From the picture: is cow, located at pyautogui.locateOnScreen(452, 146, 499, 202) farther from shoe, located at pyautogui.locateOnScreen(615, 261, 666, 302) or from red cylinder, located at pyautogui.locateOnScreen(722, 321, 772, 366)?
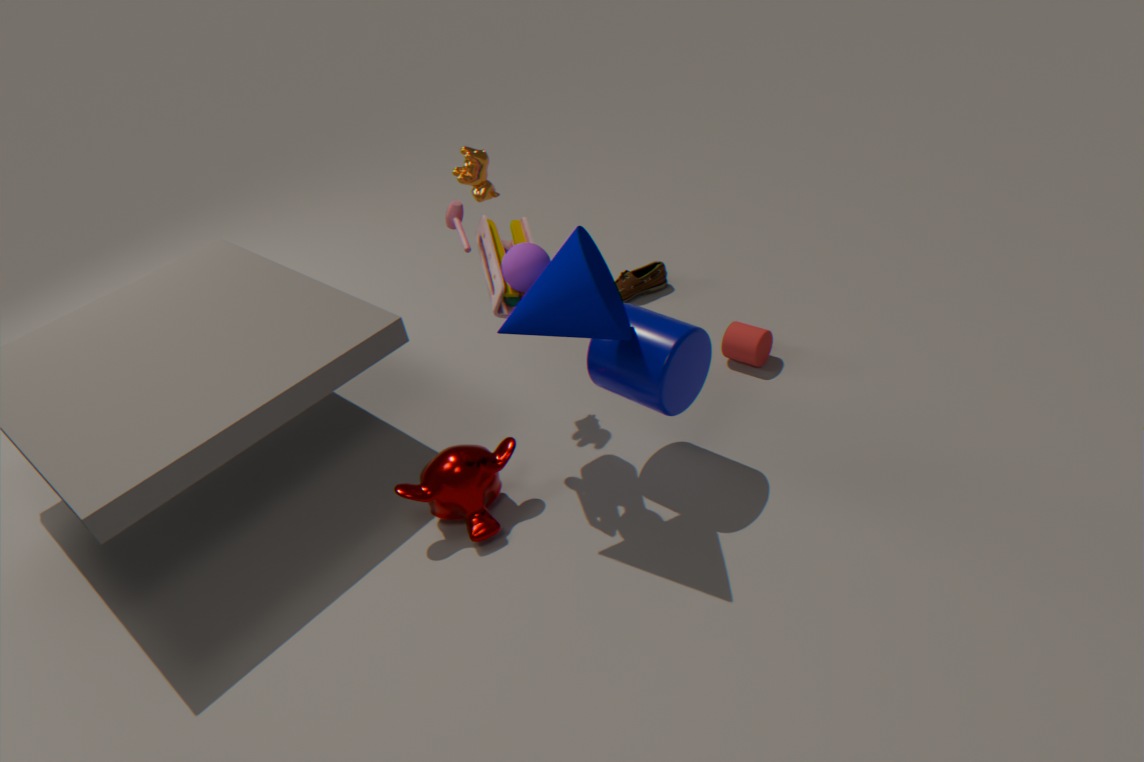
red cylinder, located at pyautogui.locateOnScreen(722, 321, 772, 366)
